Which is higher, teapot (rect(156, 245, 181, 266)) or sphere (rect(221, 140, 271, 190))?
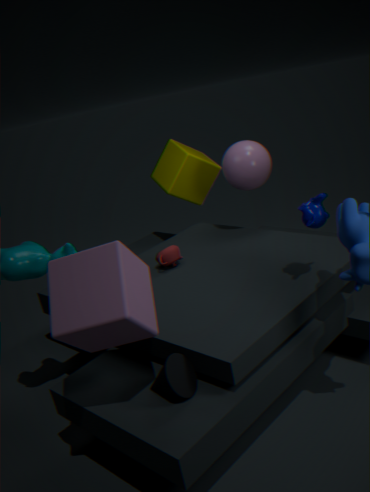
sphere (rect(221, 140, 271, 190))
